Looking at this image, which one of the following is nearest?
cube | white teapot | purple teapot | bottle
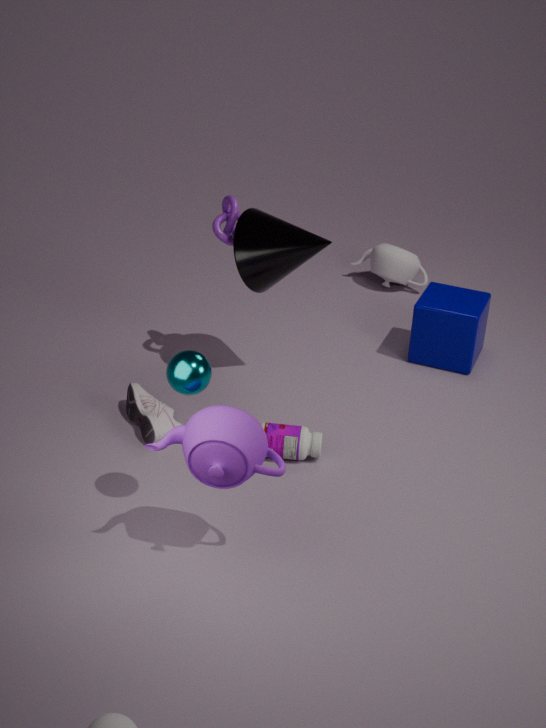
purple teapot
